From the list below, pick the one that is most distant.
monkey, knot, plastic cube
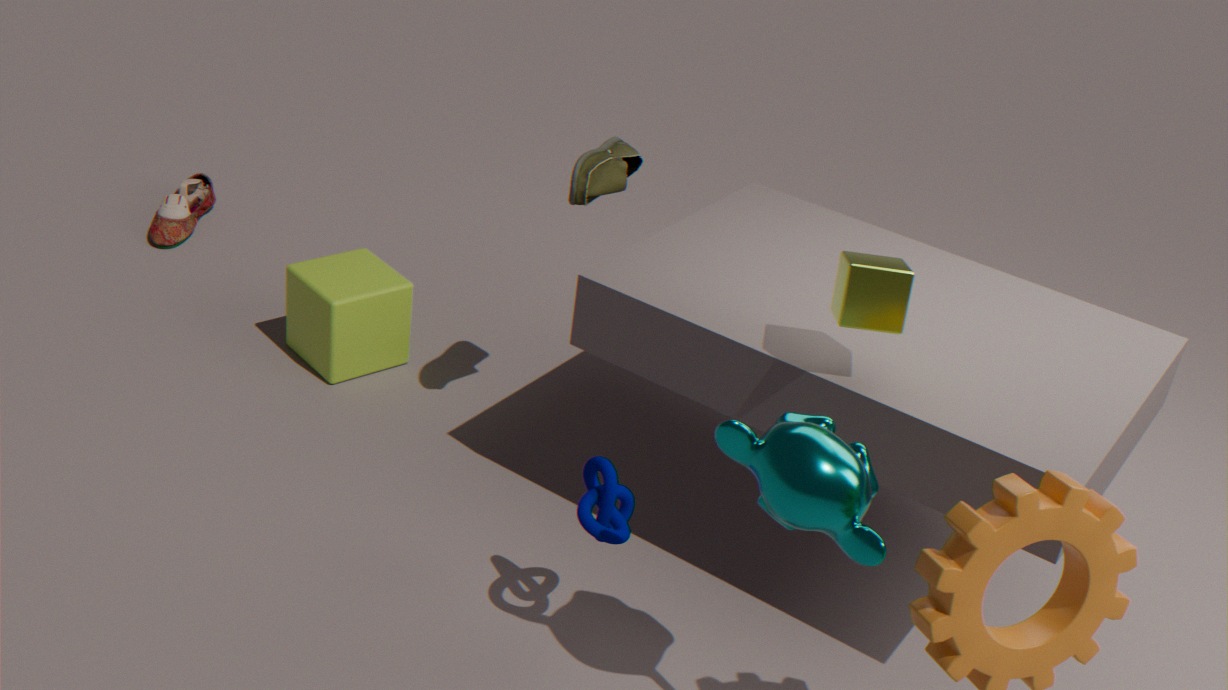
plastic cube
